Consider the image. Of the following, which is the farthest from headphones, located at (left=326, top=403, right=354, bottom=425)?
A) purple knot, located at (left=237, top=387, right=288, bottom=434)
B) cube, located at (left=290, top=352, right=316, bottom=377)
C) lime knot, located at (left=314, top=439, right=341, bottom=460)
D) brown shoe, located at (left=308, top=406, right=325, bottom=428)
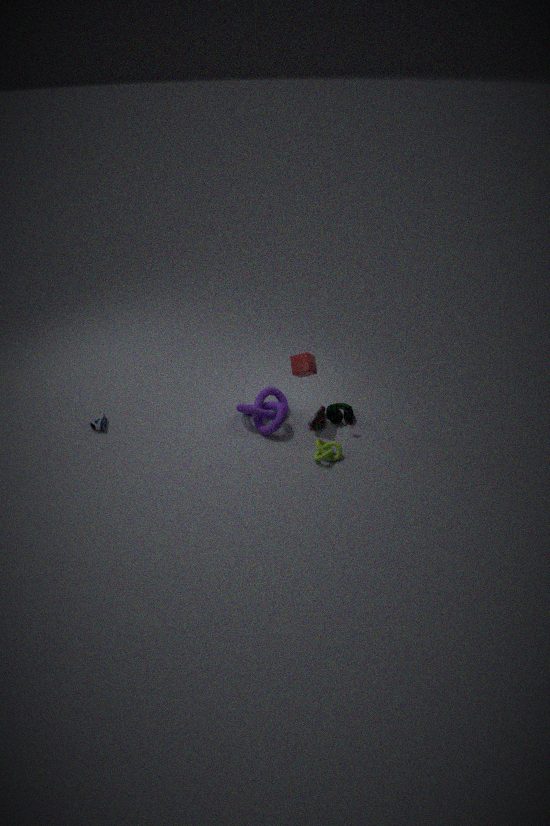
cube, located at (left=290, top=352, right=316, bottom=377)
